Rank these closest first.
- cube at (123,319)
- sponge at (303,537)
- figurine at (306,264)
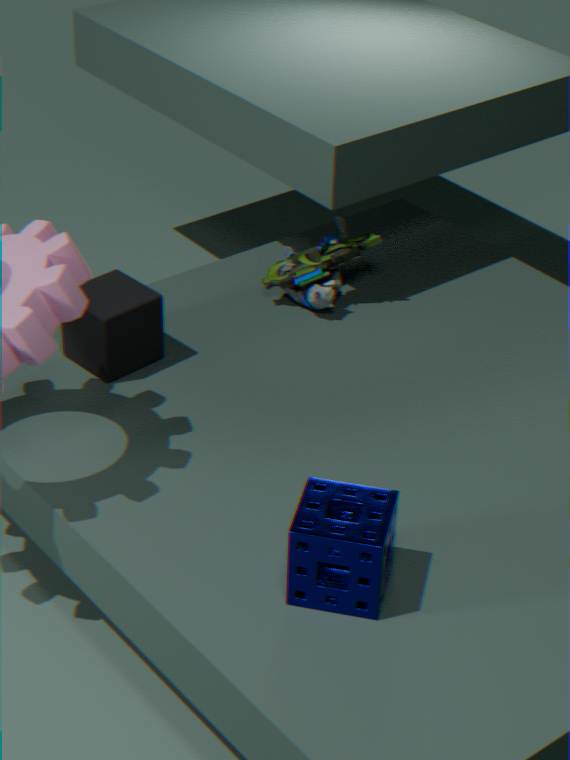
sponge at (303,537) → cube at (123,319) → figurine at (306,264)
